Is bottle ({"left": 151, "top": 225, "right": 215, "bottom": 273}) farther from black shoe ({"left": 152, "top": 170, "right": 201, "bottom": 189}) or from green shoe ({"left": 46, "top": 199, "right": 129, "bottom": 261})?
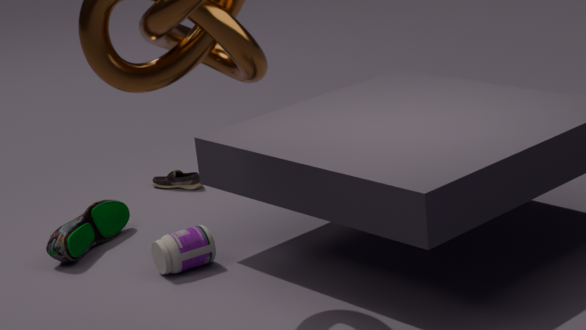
black shoe ({"left": 152, "top": 170, "right": 201, "bottom": 189})
